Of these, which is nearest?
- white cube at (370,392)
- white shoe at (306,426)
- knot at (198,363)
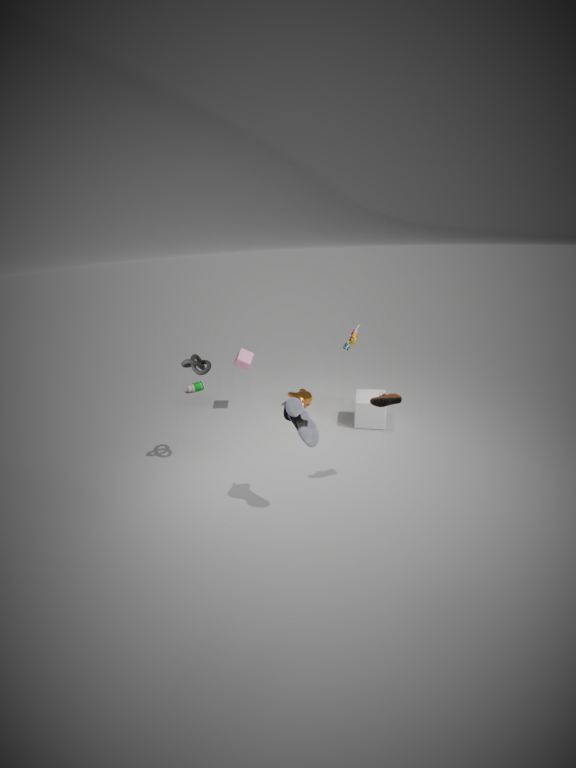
white shoe at (306,426)
